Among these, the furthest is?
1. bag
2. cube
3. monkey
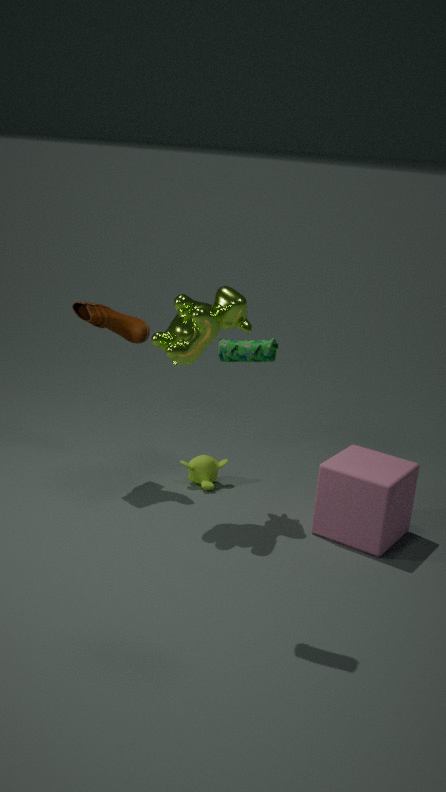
monkey
